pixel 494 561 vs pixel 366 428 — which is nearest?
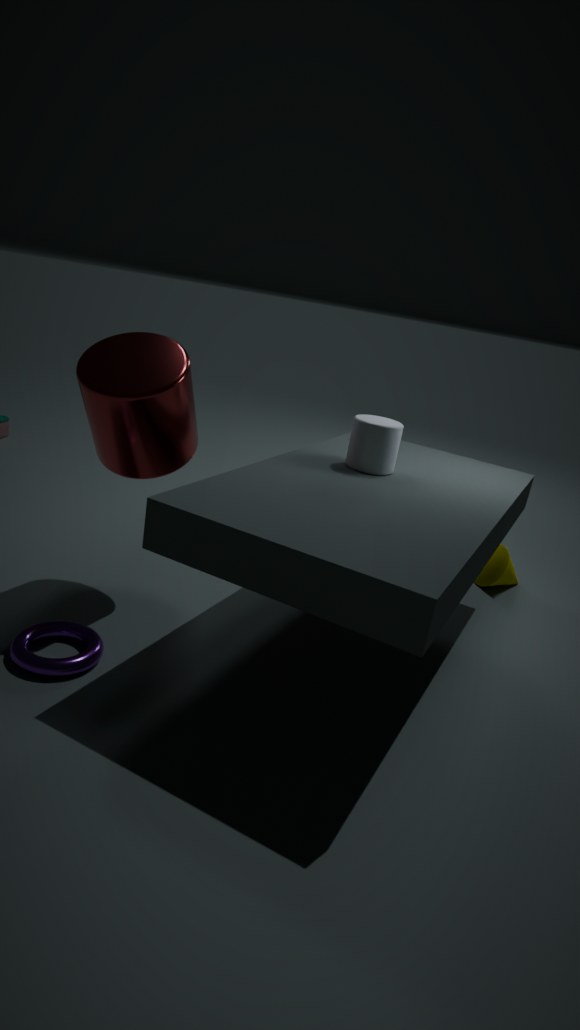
pixel 366 428
